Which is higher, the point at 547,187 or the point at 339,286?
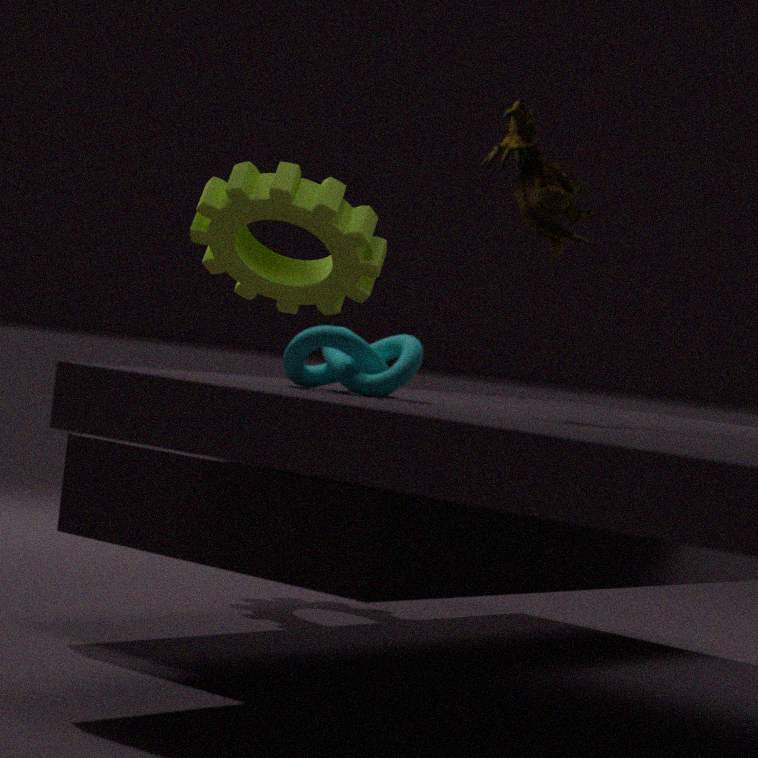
the point at 547,187
